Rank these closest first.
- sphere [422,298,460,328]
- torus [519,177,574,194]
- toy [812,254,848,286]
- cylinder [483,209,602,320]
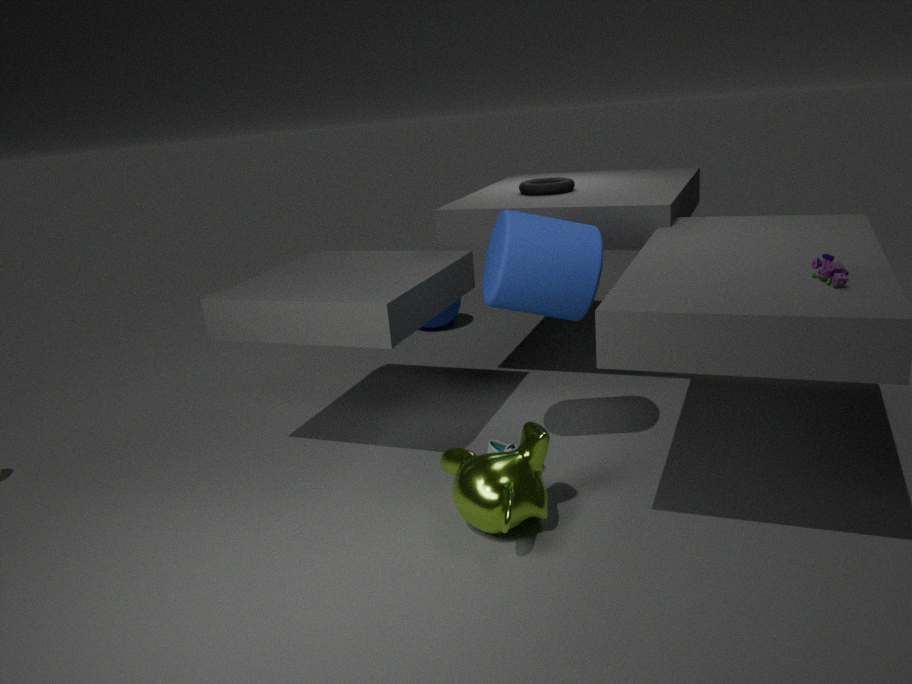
1. toy [812,254,848,286]
2. cylinder [483,209,602,320]
3. torus [519,177,574,194]
4. sphere [422,298,460,328]
